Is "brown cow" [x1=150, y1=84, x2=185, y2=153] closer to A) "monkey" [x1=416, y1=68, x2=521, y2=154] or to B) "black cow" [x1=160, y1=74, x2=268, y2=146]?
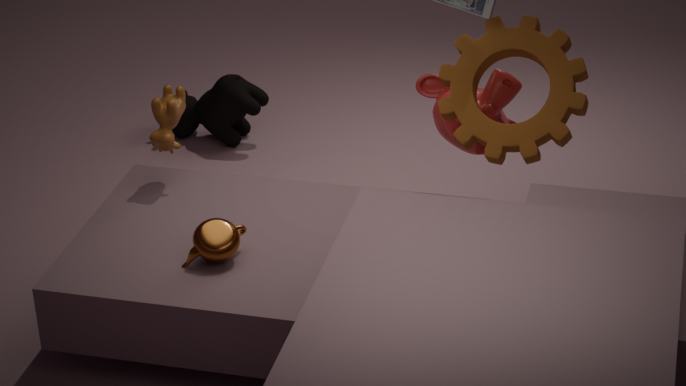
A) "monkey" [x1=416, y1=68, x2=521, y2=154]
